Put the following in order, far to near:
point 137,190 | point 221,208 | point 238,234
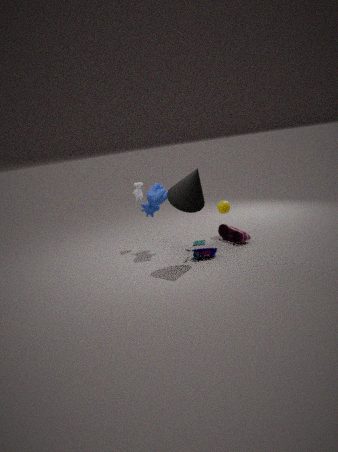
point 137,190 < point 221,208 < point 238,234
